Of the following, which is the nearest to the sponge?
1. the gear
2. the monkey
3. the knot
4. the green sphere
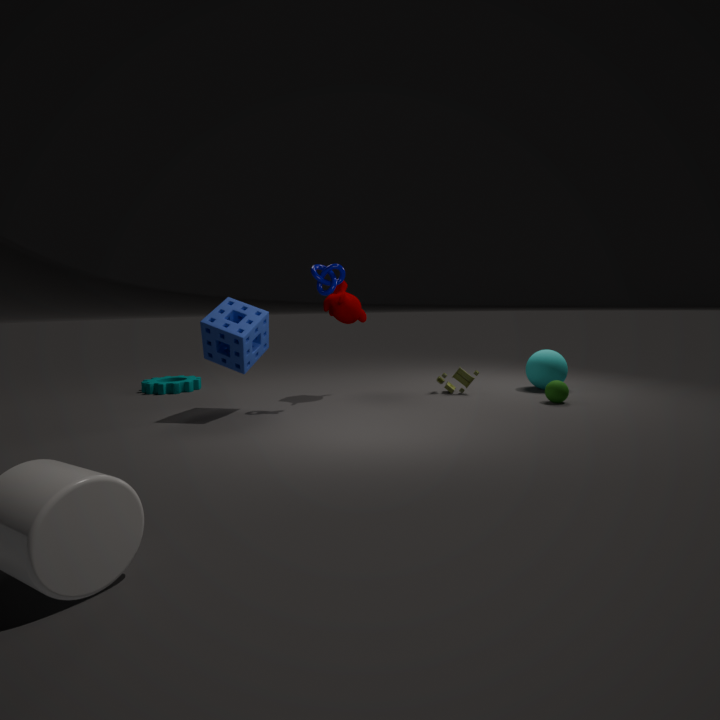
Answer: the knot
